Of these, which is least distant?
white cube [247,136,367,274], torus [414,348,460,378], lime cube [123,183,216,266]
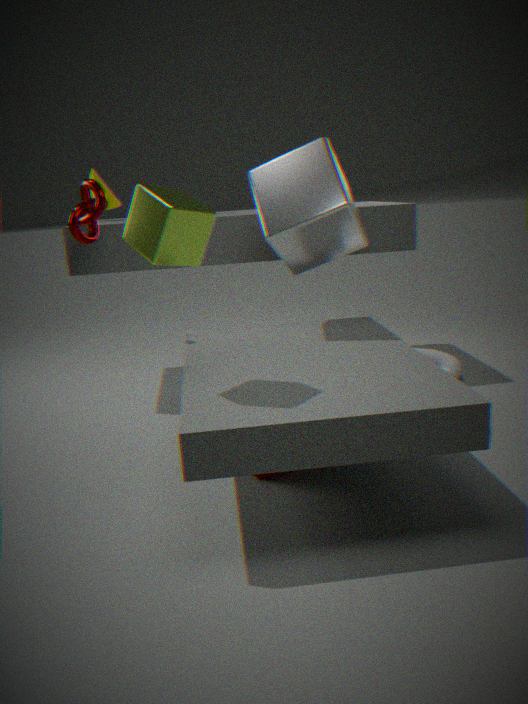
lime cube [123,183,216,266]
